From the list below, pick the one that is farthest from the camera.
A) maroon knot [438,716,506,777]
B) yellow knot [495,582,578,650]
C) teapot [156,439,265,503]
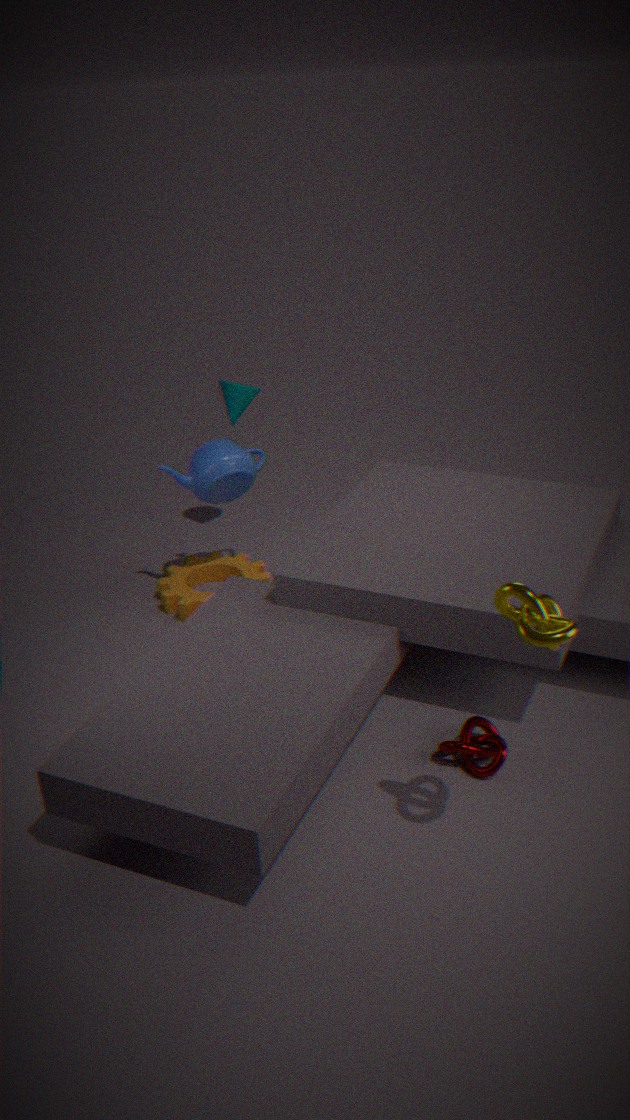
teapot [156,439,265,503]
